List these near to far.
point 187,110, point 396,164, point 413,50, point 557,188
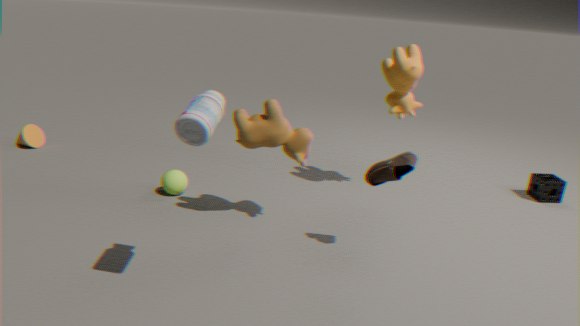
point 187,110, point 396,164, point 413,50, point 557,188
